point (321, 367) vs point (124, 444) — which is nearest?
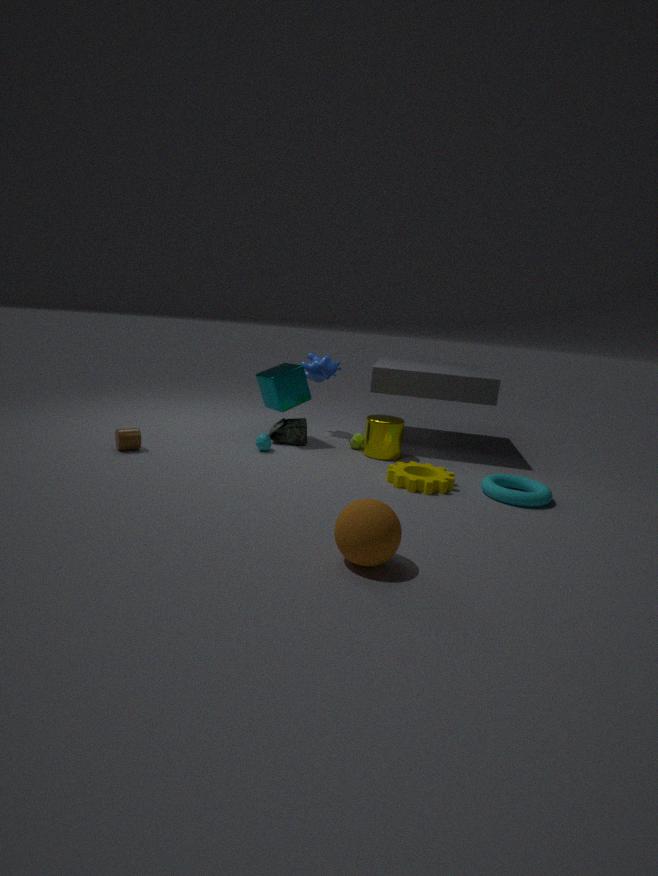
point (124, 444)
